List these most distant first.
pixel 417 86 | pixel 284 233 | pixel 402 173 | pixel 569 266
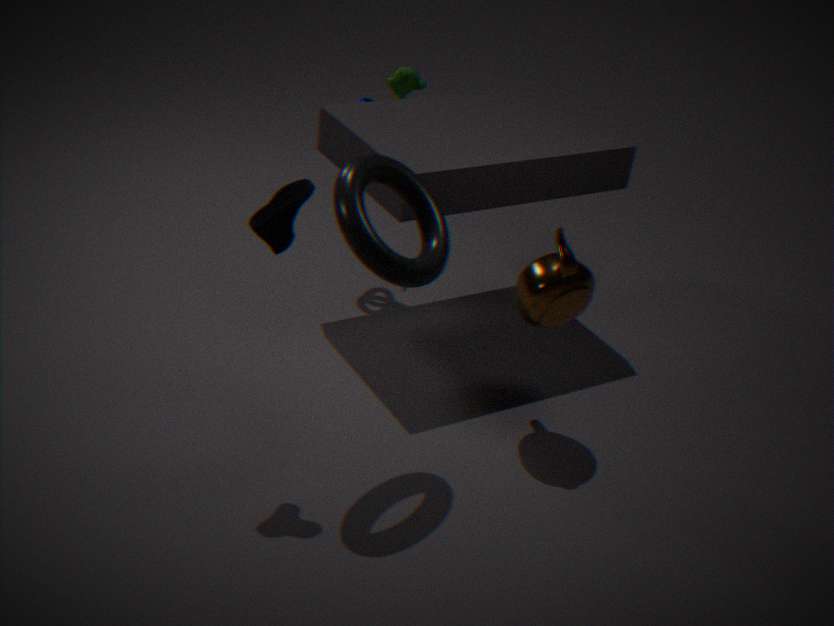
1. pixel 417 86
2. pixel 569 266
3. pixel 402 173
4. pixel 284 233
